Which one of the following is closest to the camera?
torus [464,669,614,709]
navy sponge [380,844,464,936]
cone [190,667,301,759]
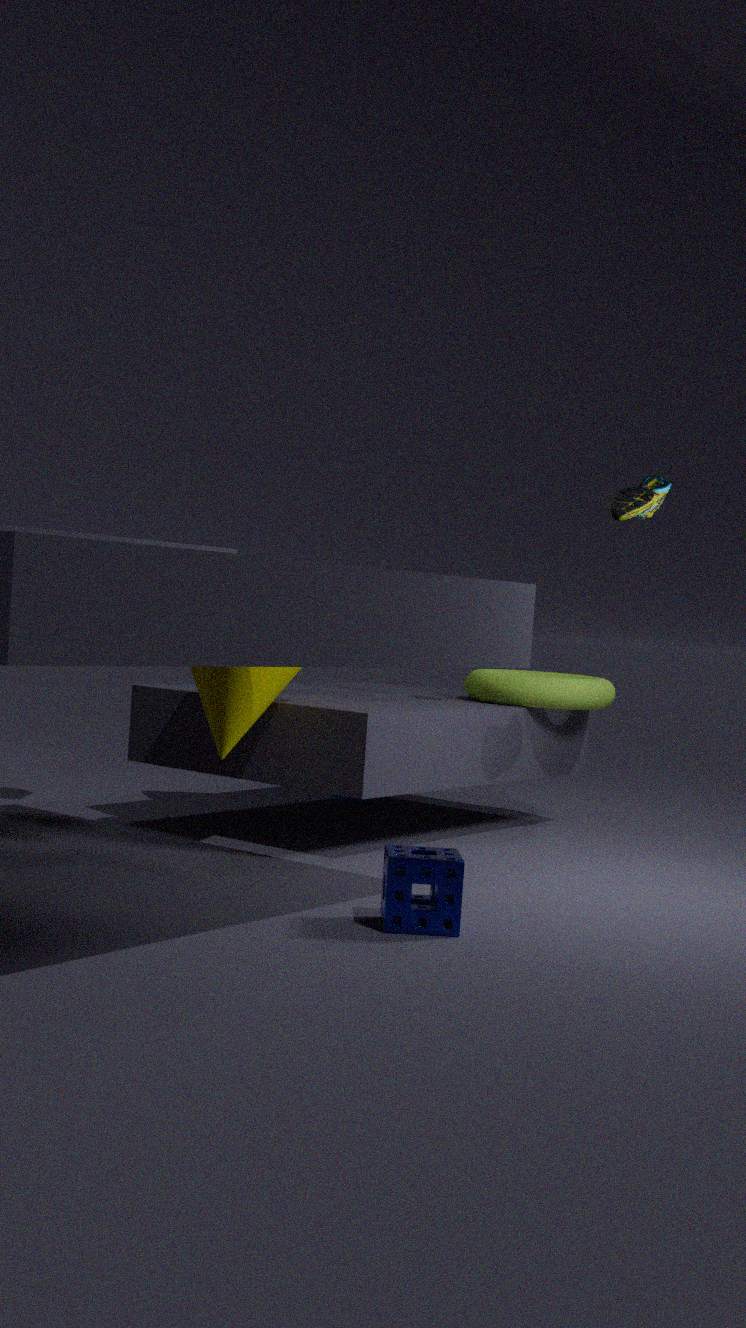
navy sponge [380,844,464,936]
